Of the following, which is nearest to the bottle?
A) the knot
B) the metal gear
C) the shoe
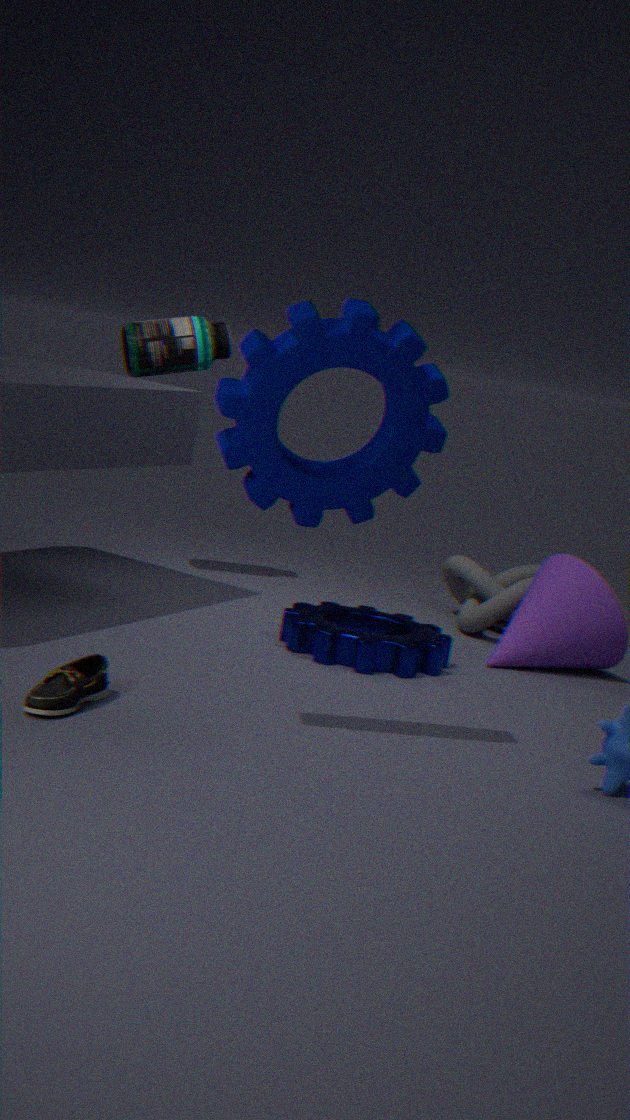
the metal gear
